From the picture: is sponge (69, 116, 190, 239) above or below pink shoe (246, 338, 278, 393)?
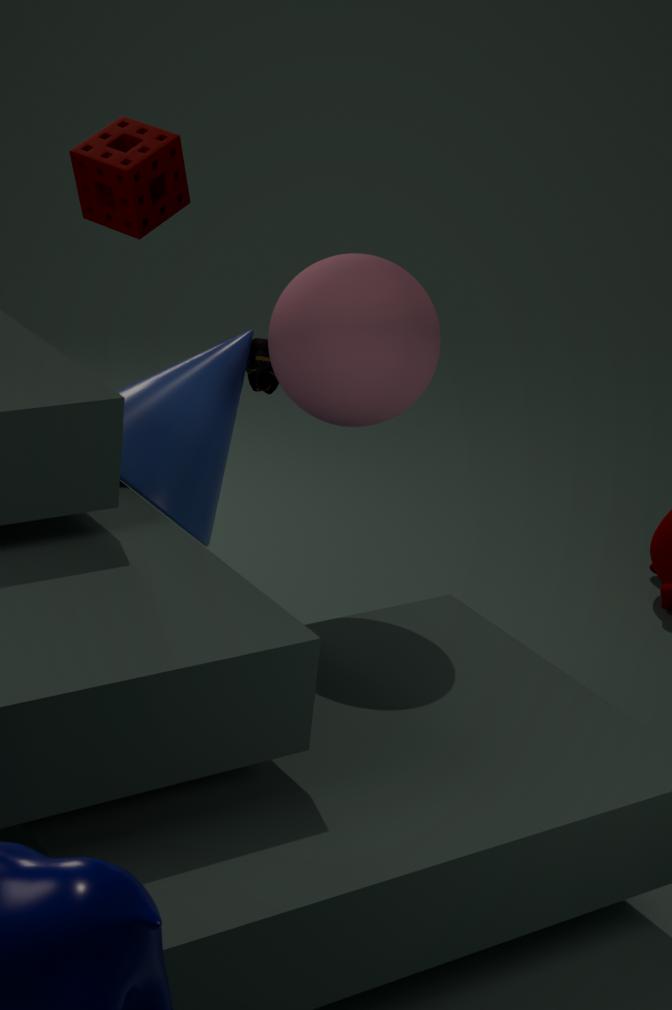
above
